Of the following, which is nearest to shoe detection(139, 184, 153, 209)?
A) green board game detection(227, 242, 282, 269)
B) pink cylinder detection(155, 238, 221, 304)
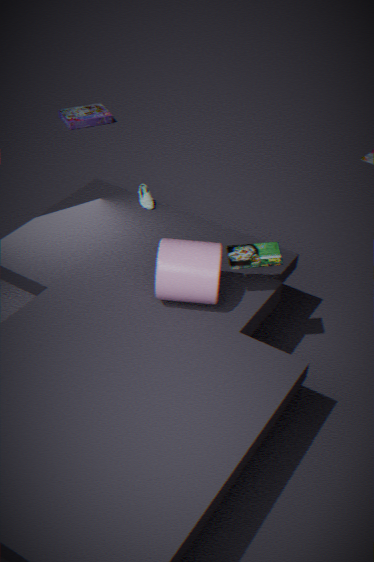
pink cylinder detection(155, 238, 221, 304)
